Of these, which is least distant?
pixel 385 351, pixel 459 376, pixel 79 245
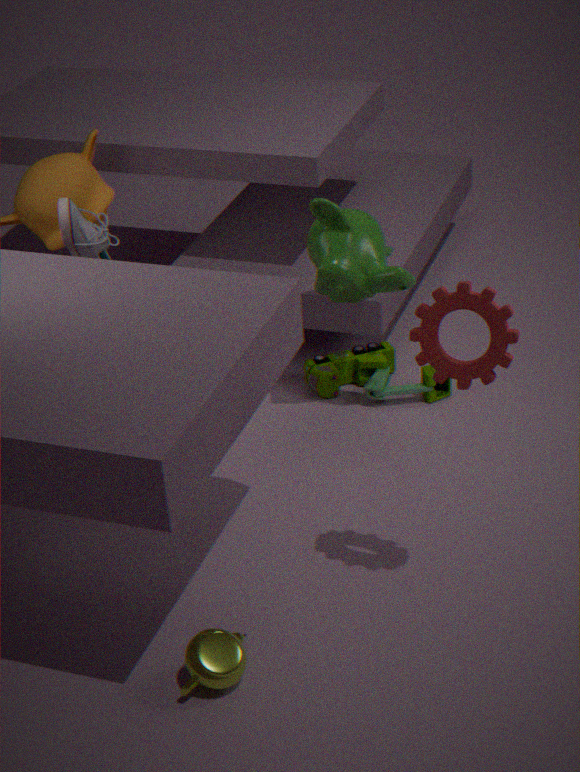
pixel 459 376
